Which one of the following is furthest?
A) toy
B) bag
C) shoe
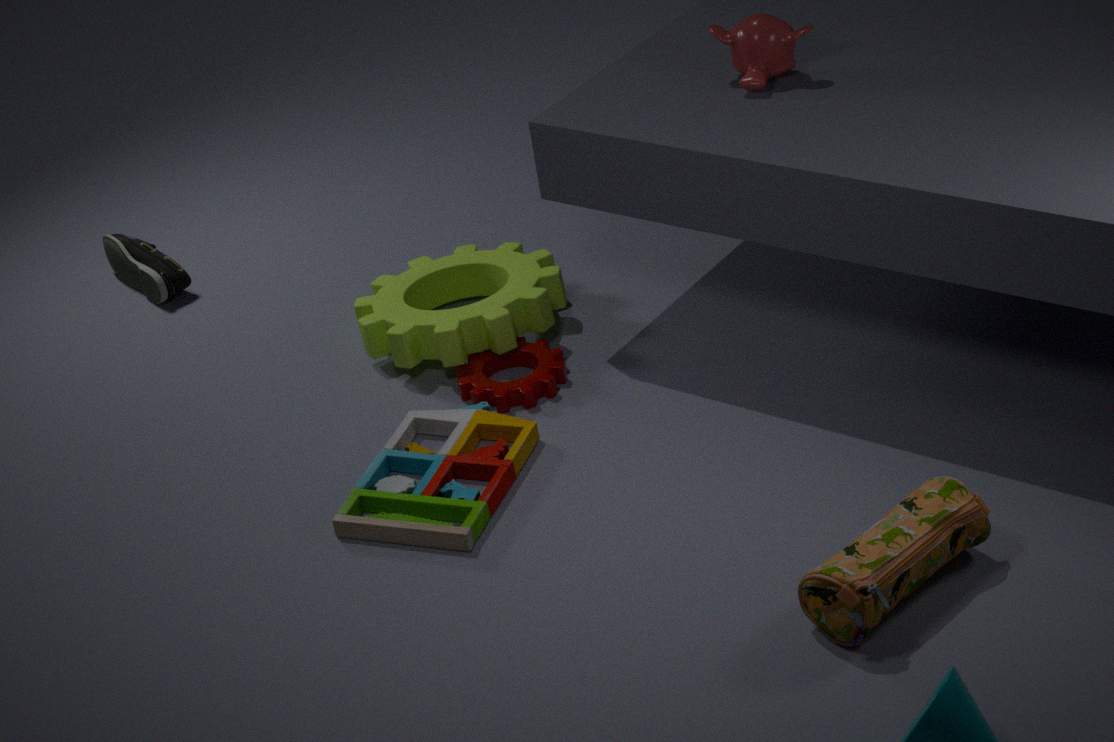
shoe
